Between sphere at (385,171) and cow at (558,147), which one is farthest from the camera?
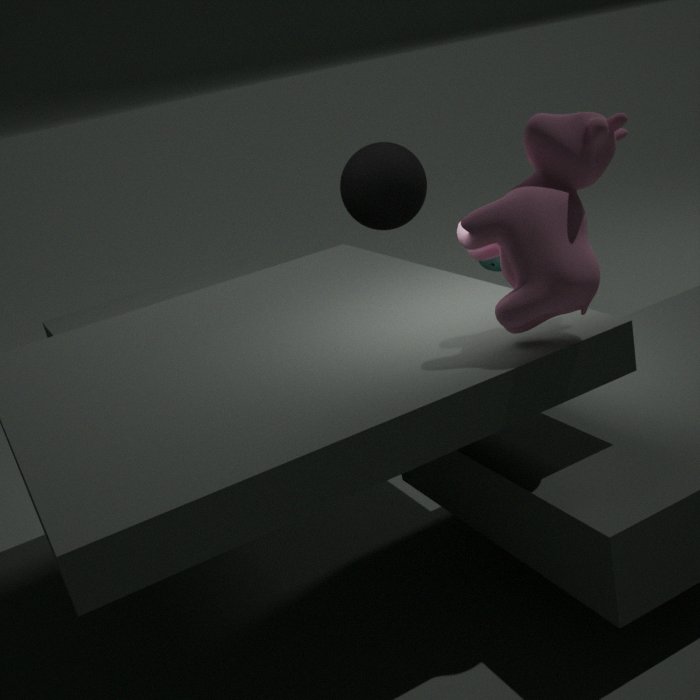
sphere at (385,171)
